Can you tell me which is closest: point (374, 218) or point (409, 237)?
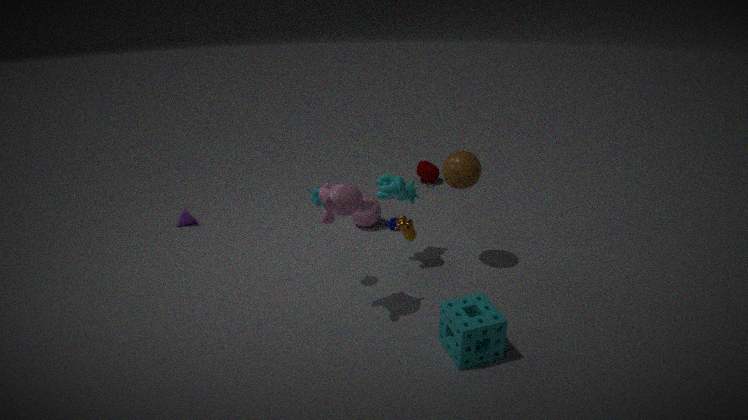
point (409, 237)
